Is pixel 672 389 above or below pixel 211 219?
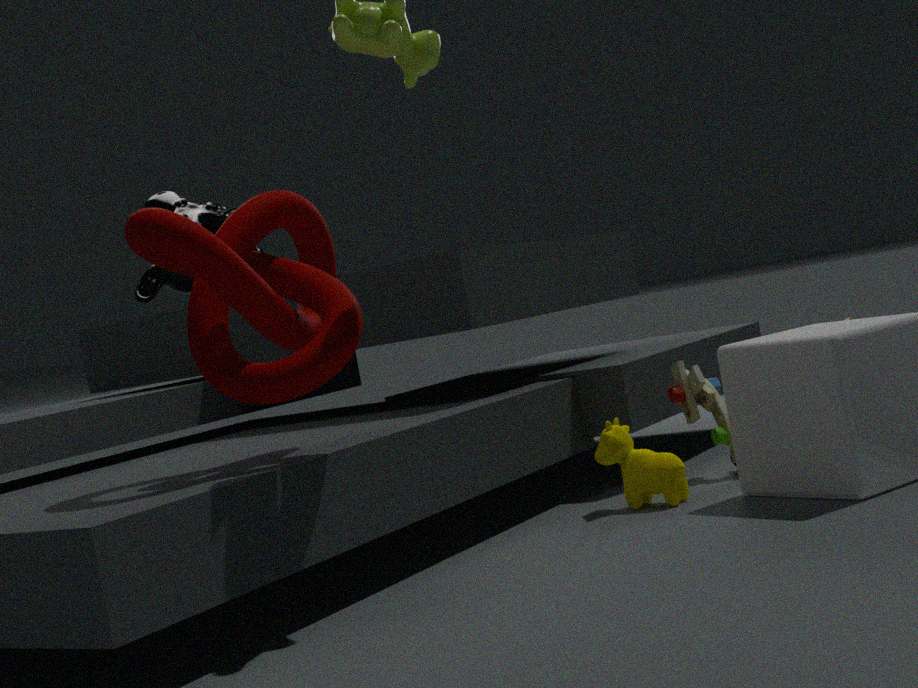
below
